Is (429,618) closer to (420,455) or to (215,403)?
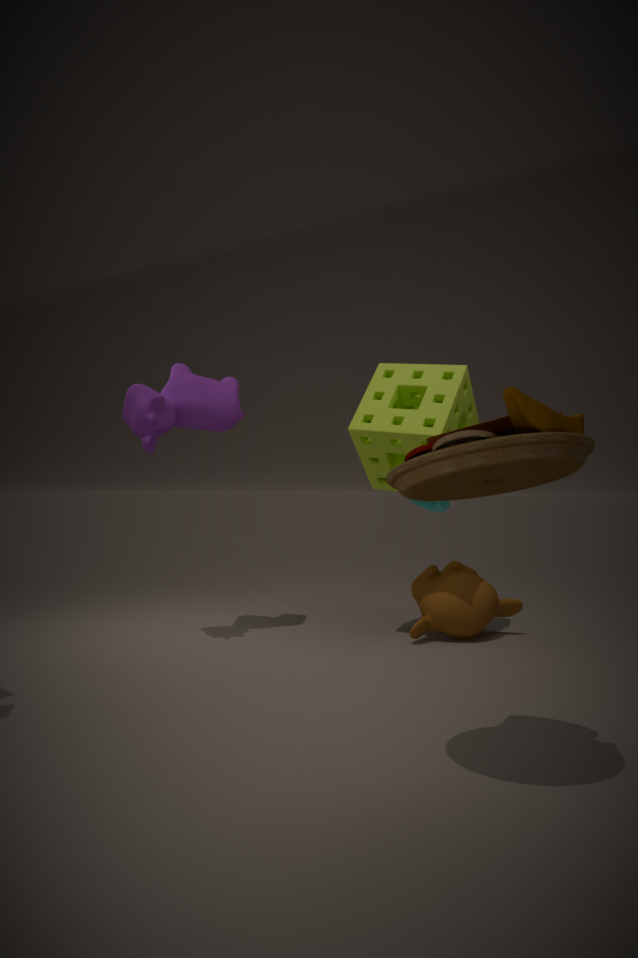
(215,403)
